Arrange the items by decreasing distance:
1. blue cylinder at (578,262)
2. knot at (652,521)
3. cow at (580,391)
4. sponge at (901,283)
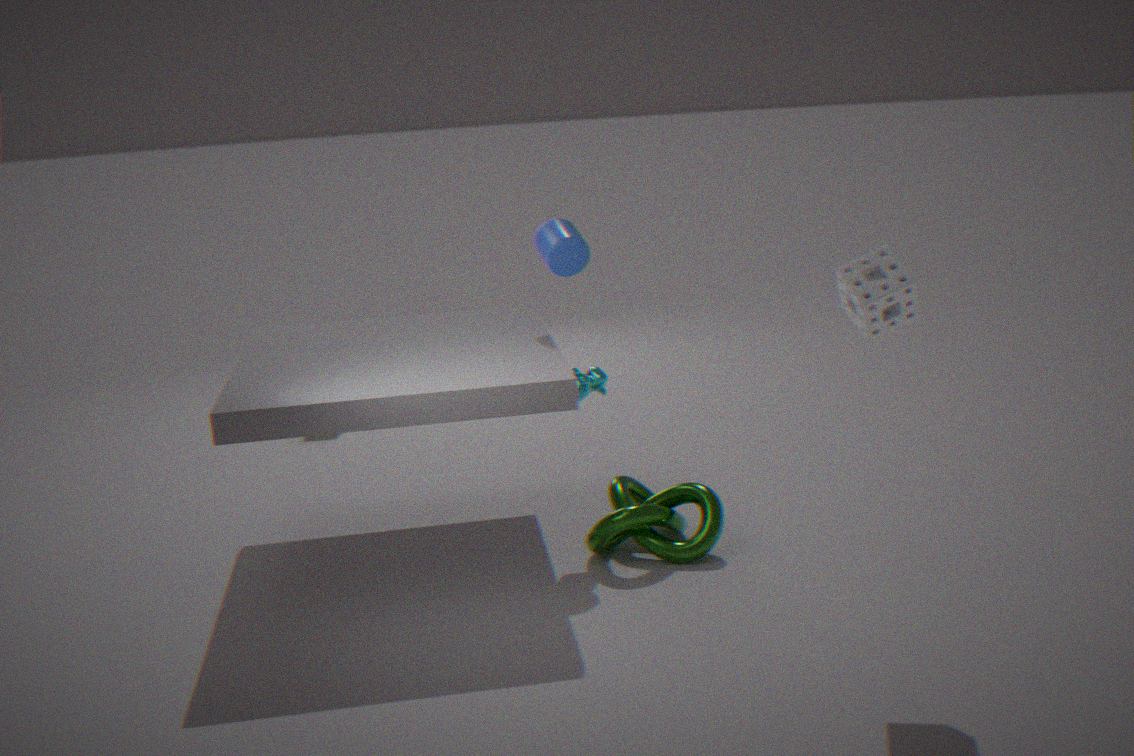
1. blue cylinder at (578,262)
2. cow at (580,391)
3. knot at (652,521)
4. sponge at (901,283)
